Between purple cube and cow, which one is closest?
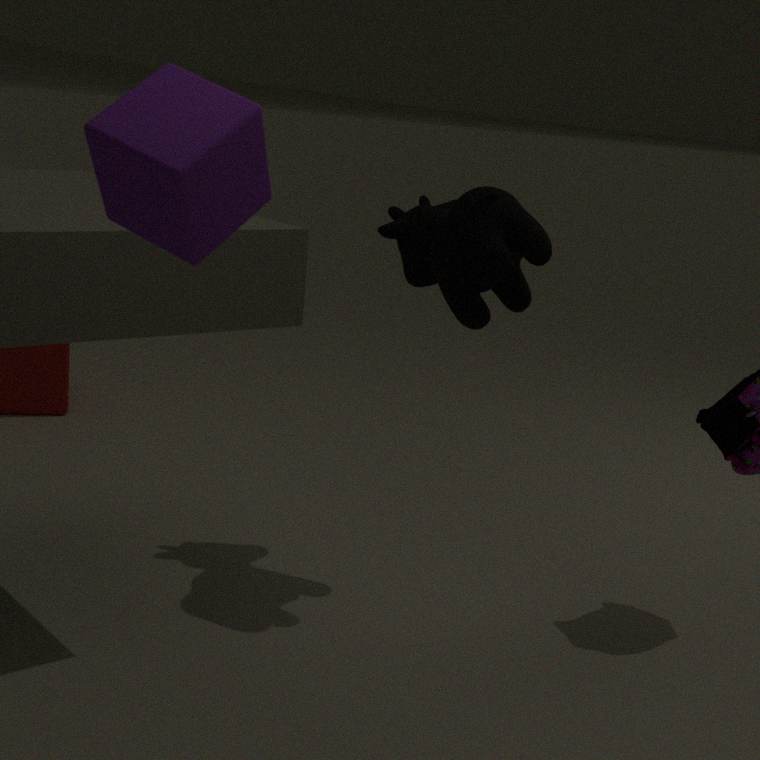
purple cube
